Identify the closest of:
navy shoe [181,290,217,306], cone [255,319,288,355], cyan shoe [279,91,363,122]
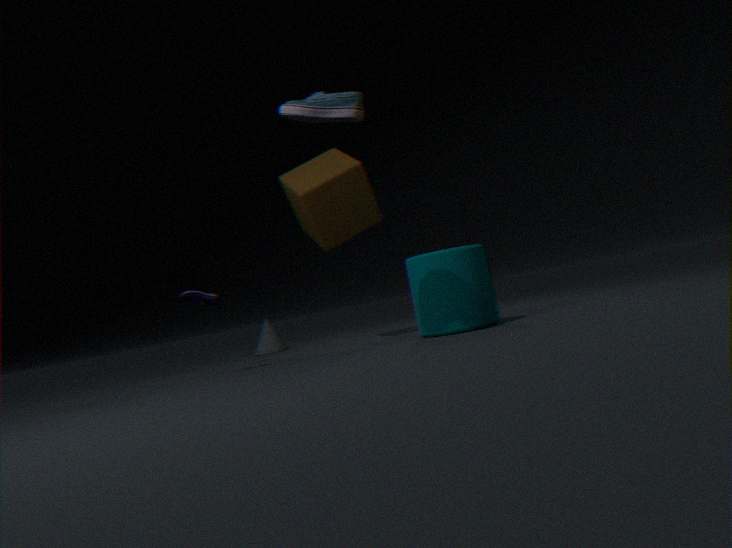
cyan shoe [279,91,363,122]
